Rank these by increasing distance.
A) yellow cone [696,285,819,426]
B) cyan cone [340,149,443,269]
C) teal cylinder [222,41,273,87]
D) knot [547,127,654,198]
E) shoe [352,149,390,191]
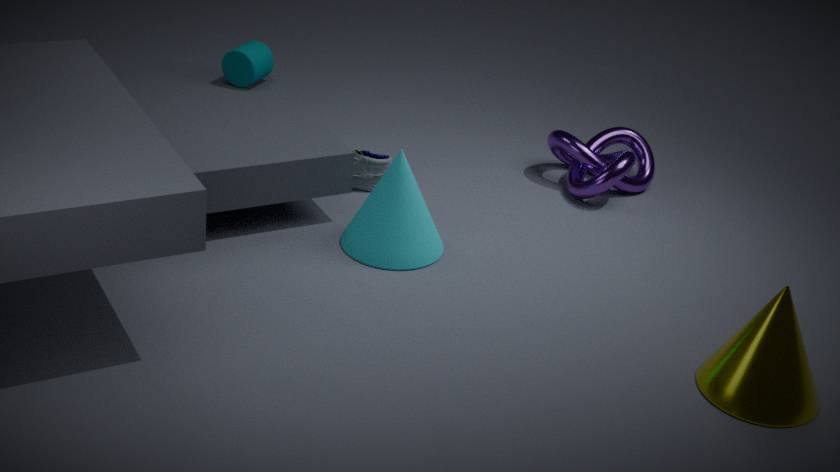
yellow cone [696,285,819,426]
cyan cone [340,149,443,269]
shoe [352,149,390,191]
knot [547,127,654,198]
teal cylinder [222,41,273,87]
